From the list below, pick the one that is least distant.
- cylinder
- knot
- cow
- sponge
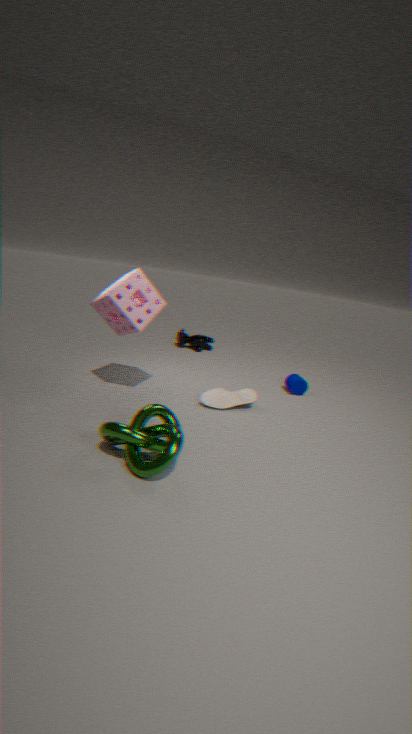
knot
